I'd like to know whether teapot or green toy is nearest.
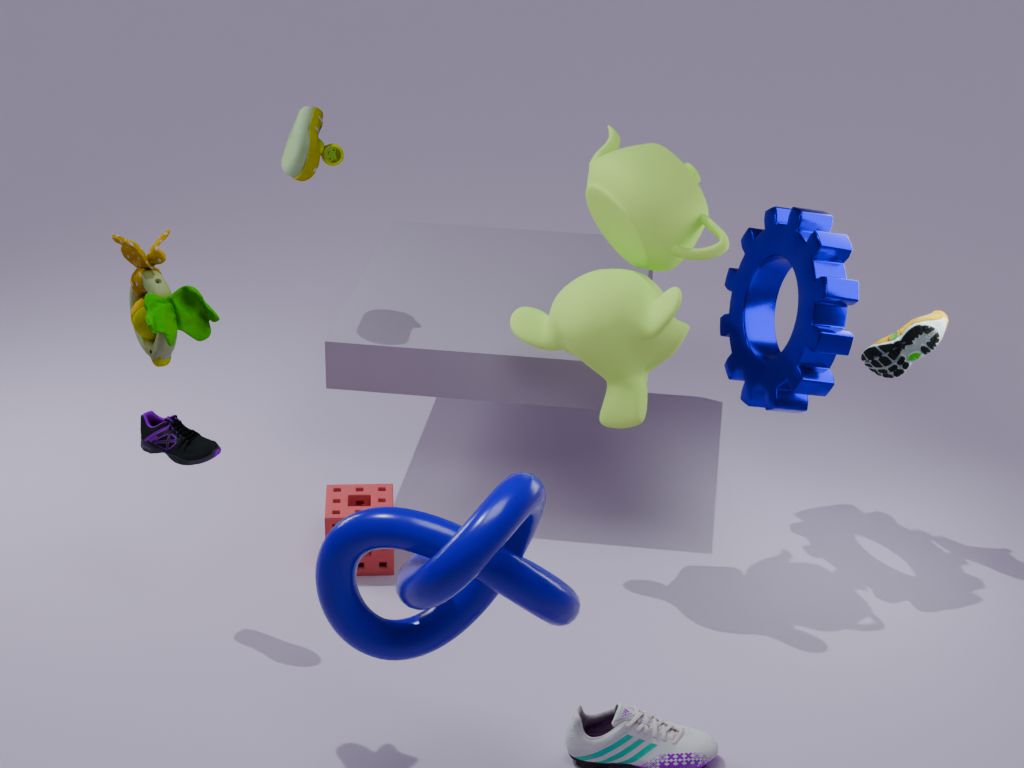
green toy
